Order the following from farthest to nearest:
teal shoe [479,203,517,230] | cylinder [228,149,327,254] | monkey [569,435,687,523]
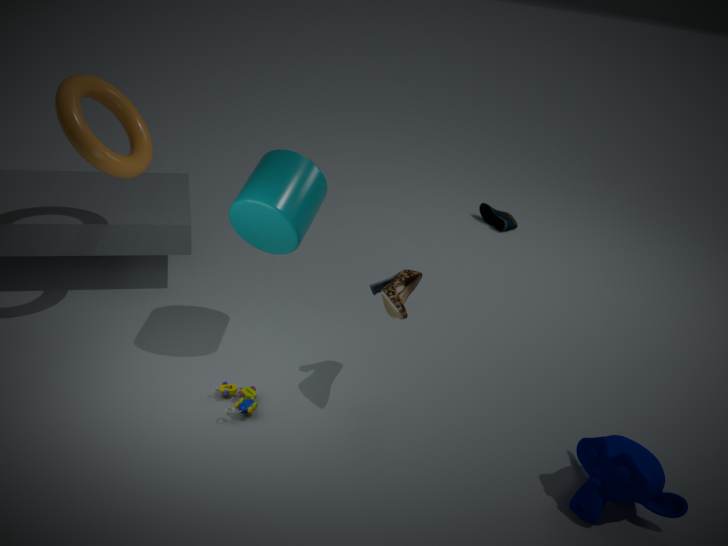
teal shoe [479,203,517,230]
cylinder [228,149,327,254]
monkey [569,435,687,523]
